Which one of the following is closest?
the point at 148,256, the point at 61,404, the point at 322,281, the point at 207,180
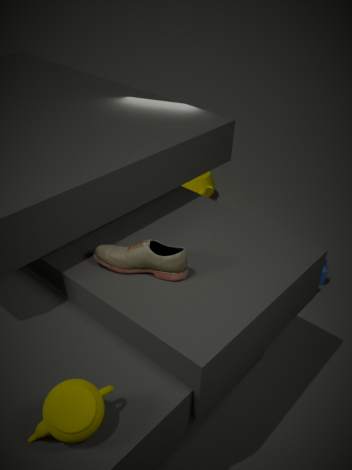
the point at 61,404
